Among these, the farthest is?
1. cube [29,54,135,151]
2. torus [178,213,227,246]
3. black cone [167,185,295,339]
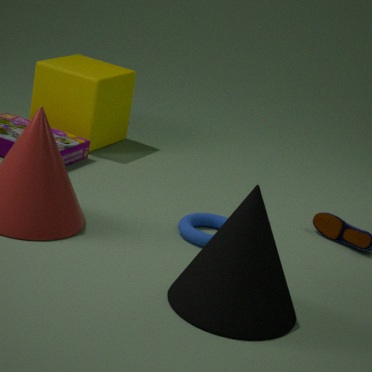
cube [29,54,135,151]
